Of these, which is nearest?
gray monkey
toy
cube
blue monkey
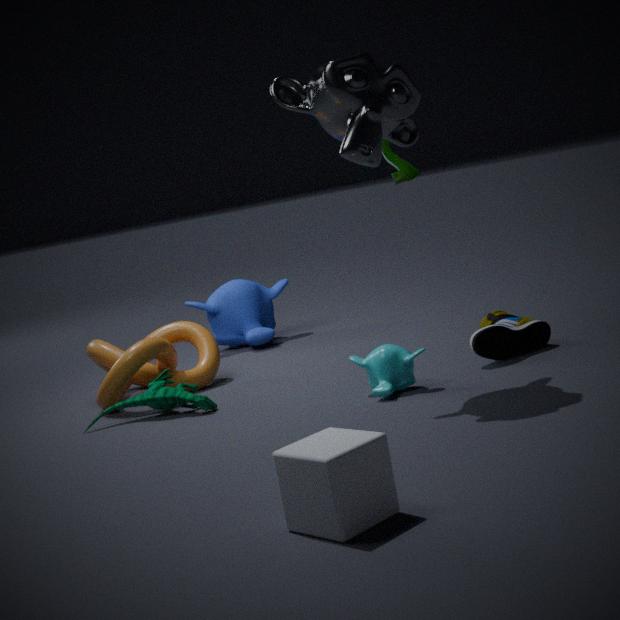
cube
